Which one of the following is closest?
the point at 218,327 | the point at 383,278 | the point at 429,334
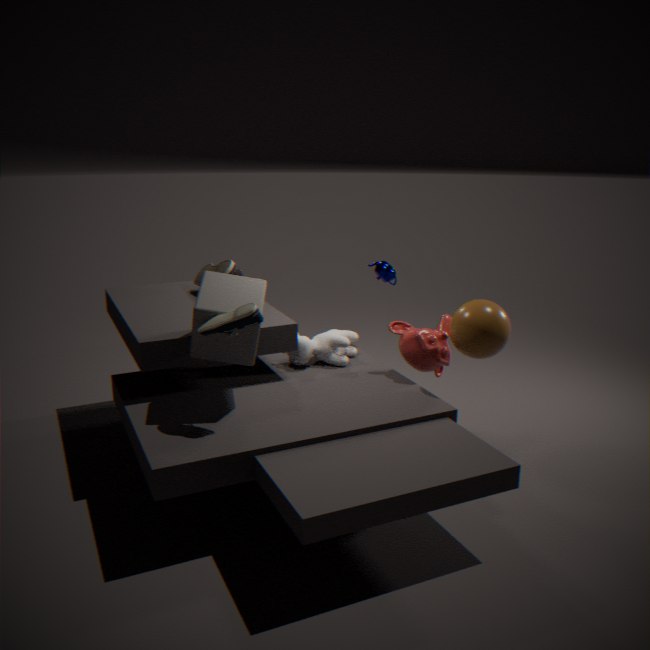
the point at 218,327
